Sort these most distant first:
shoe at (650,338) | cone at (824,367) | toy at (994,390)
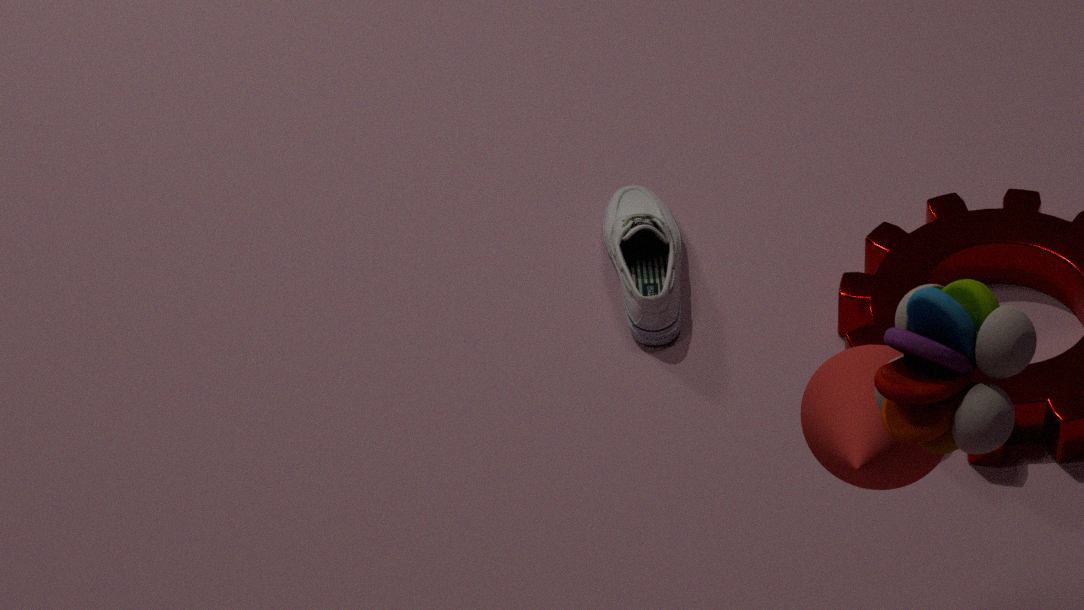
shoe at (650,338), cone at (824,367), toy at (994,390)
